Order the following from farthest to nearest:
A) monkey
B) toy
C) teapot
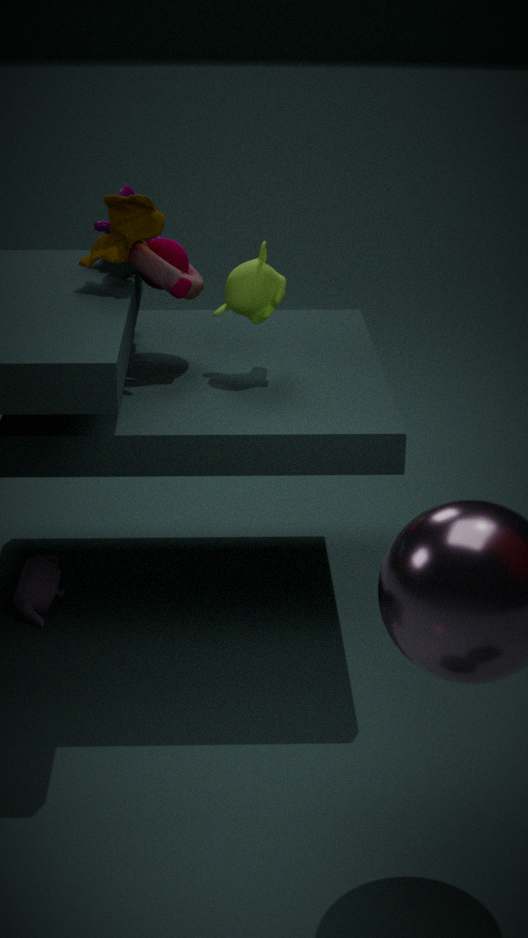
teapot
monkey
toy
